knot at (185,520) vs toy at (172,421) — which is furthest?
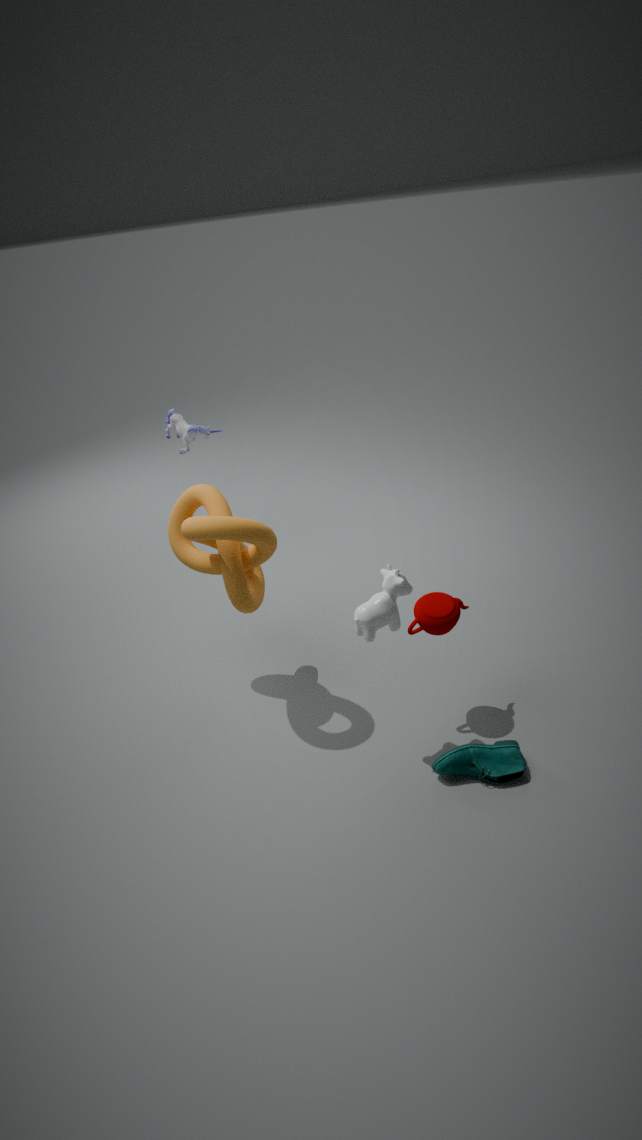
toy at (172,421)
